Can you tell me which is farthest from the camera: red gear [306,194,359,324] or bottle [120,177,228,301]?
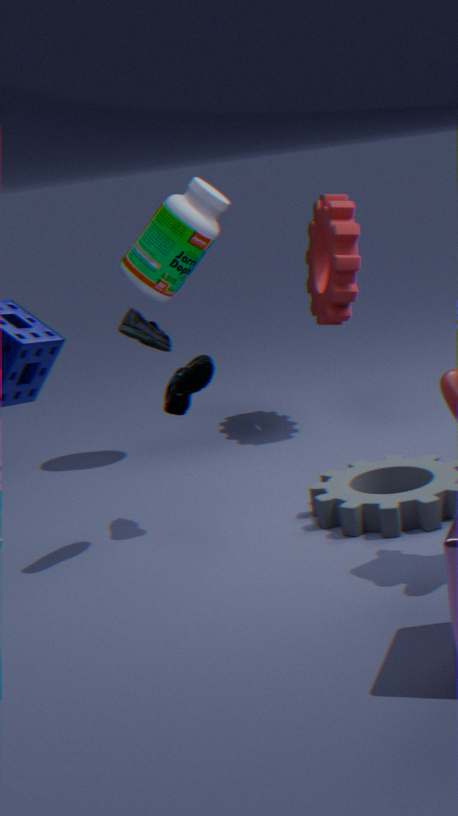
red gear [306,194,359,324]
